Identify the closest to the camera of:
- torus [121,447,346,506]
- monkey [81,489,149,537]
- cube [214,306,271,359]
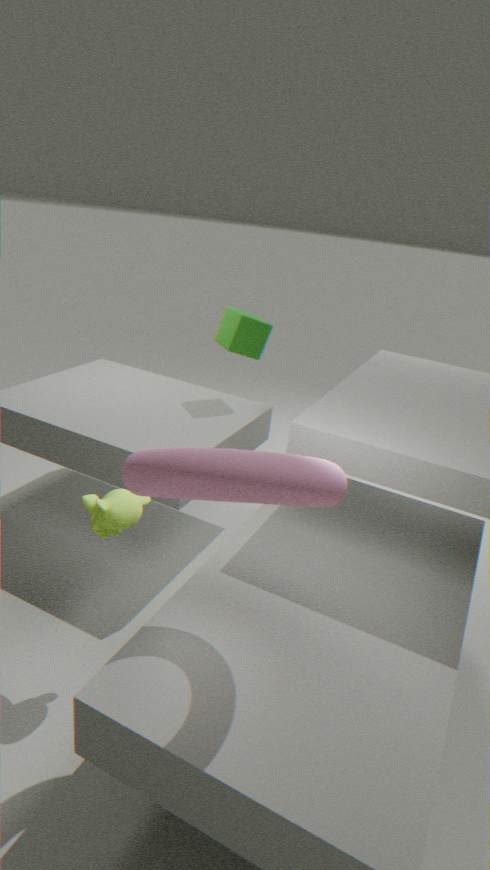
torus [121,447,346,506]
